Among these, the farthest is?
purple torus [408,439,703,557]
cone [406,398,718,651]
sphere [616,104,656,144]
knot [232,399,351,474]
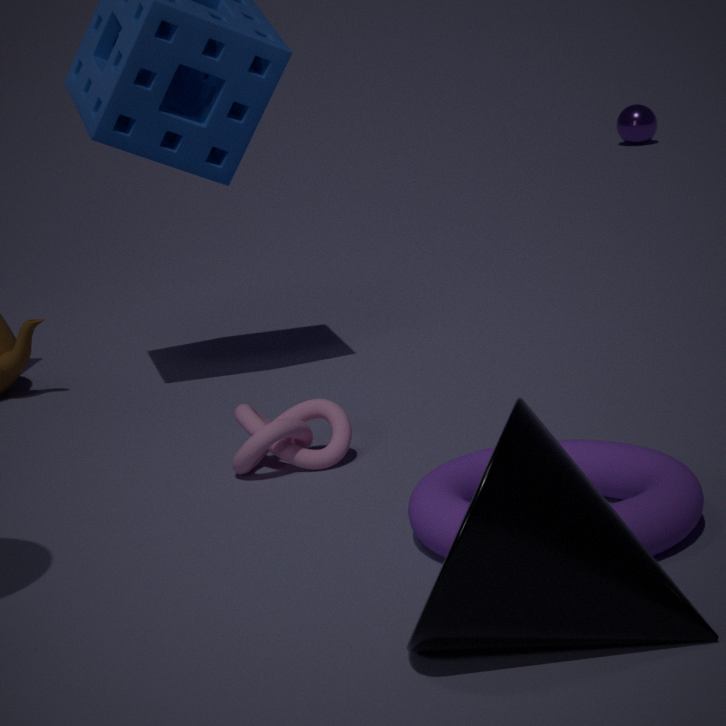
sphere [616,104,656,144]
